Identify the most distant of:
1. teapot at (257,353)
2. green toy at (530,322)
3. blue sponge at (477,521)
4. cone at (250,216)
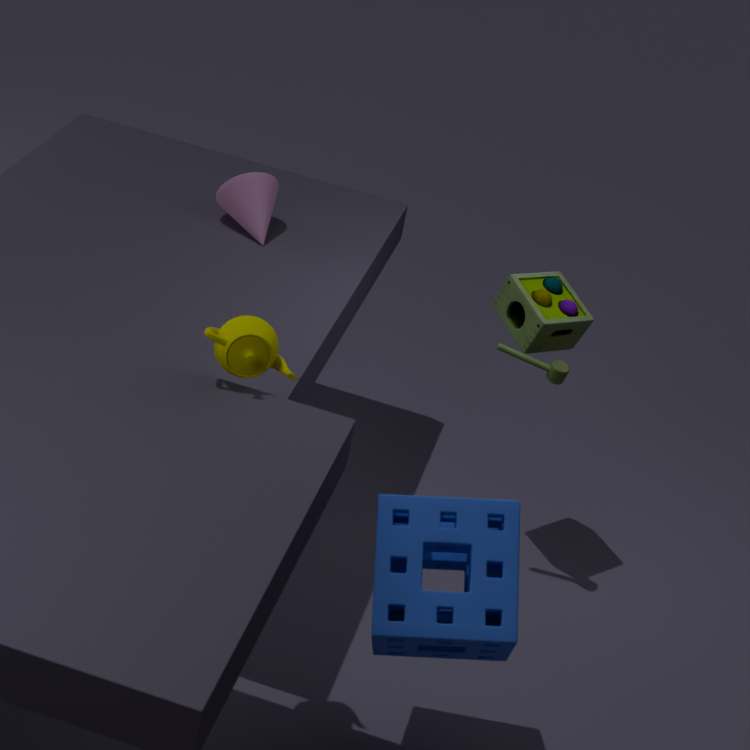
cone at (250,216)
